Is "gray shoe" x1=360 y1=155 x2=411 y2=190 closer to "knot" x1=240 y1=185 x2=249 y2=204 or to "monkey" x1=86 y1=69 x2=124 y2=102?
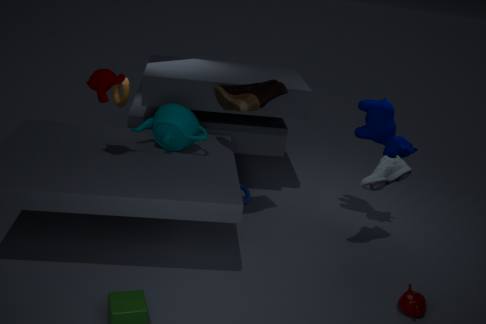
"knot" x1=240 y1=185 x2=249 y2=204
